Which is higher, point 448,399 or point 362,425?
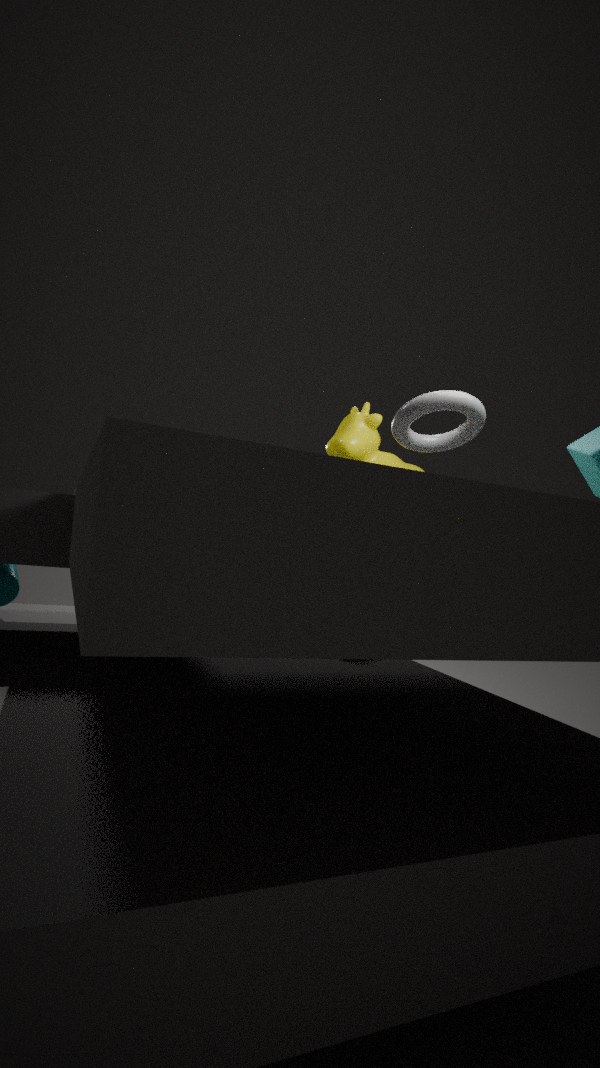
point 448,399
